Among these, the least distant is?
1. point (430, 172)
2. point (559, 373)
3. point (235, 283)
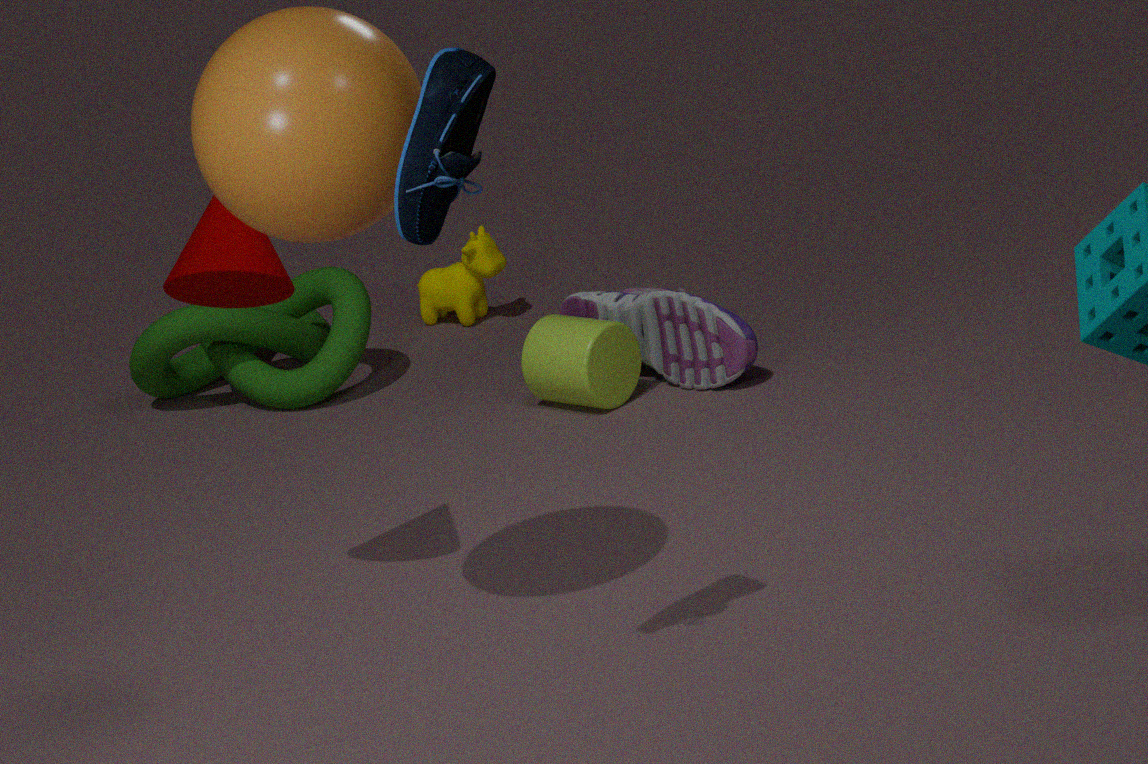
point (430, 172)
